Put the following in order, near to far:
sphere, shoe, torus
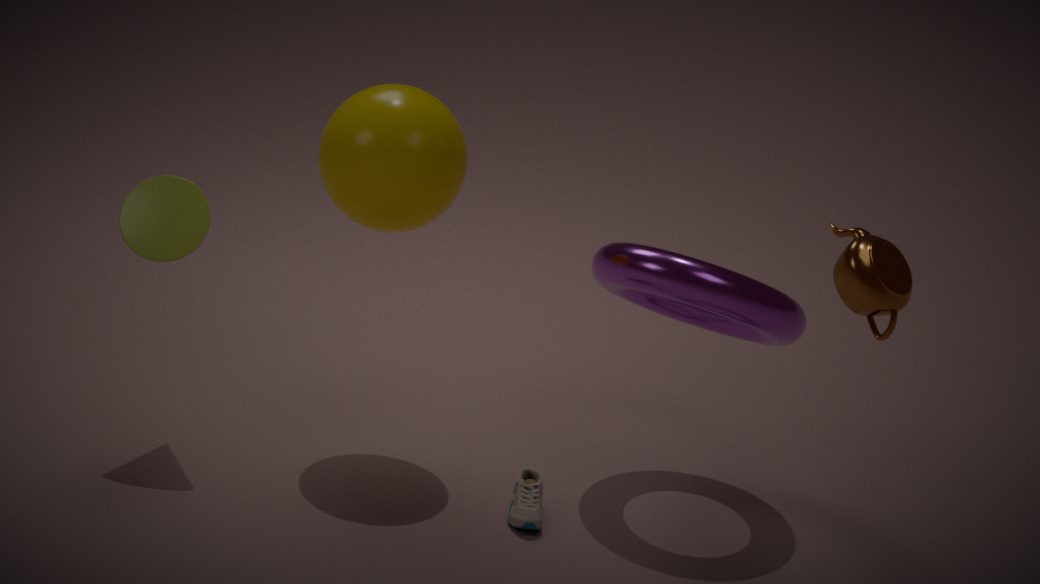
torus
shoe
sphere
